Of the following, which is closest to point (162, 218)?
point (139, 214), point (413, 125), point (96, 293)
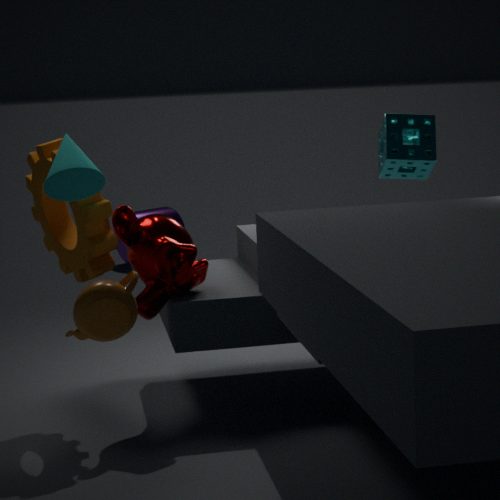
point (413, 125)
